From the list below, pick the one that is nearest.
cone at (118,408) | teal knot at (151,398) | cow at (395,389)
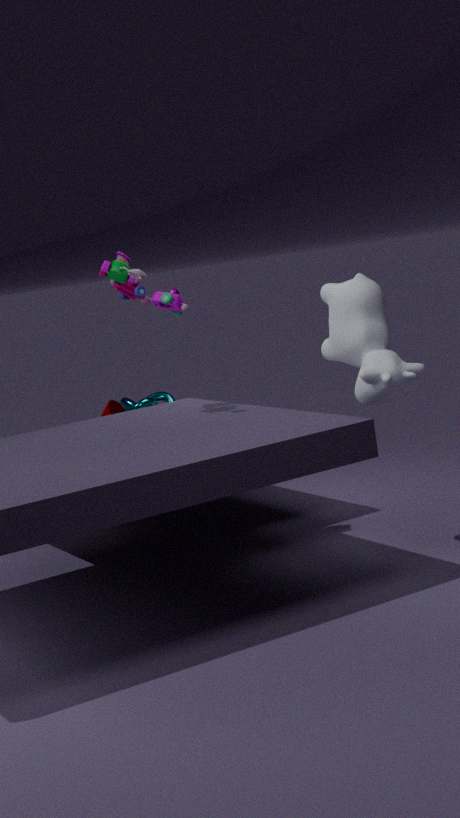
cow at (395,389)
